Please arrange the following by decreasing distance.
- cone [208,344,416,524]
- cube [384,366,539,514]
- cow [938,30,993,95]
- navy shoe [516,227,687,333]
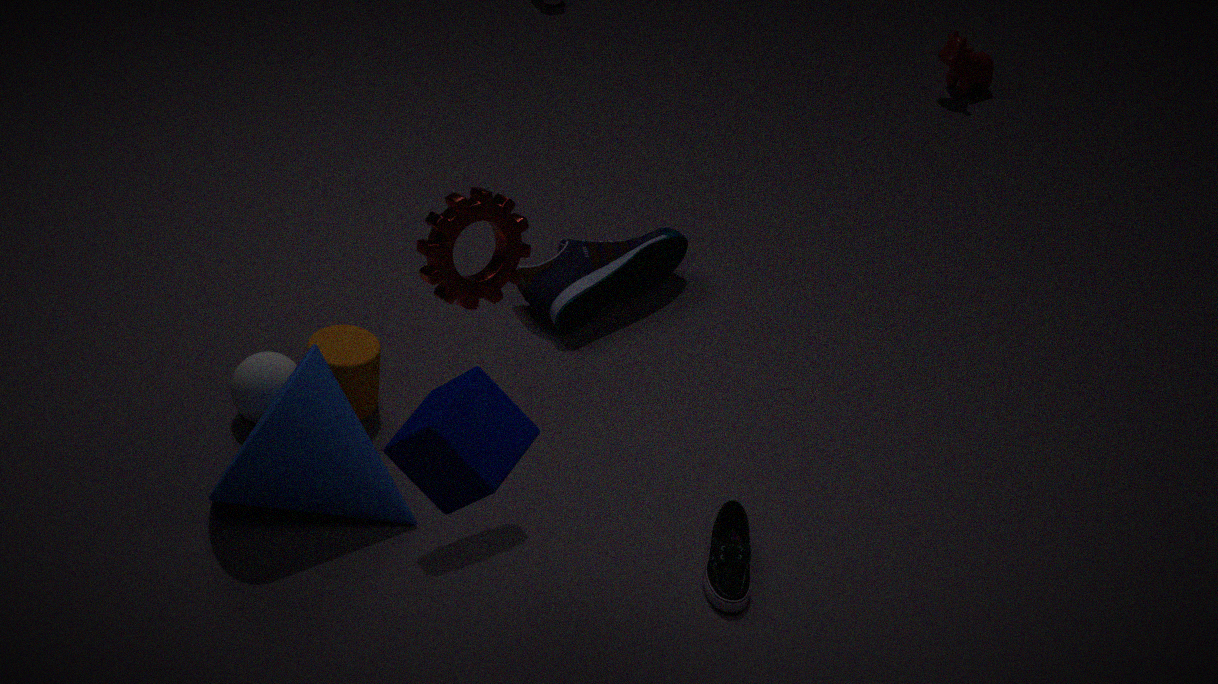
cow [938,30,993,95] < navy shoe [516,227,687,333] < cone [208,344,416,524] < cube [384,366,539,514]
